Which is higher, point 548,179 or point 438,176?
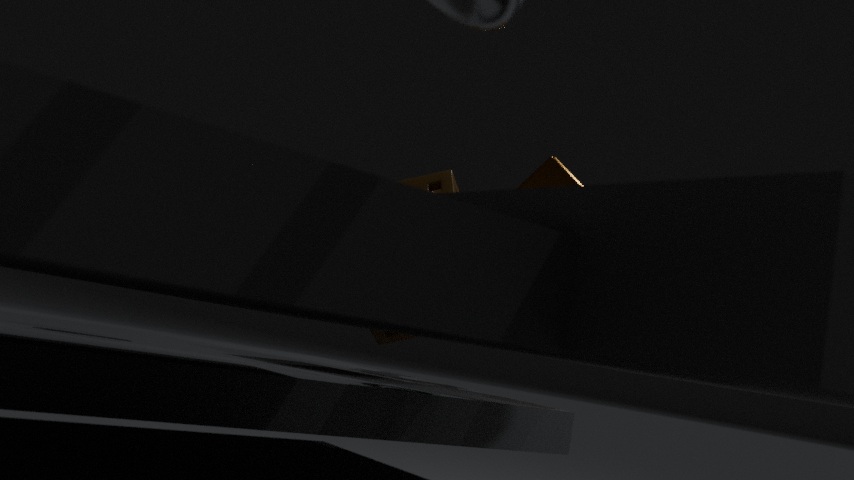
point 548,179
